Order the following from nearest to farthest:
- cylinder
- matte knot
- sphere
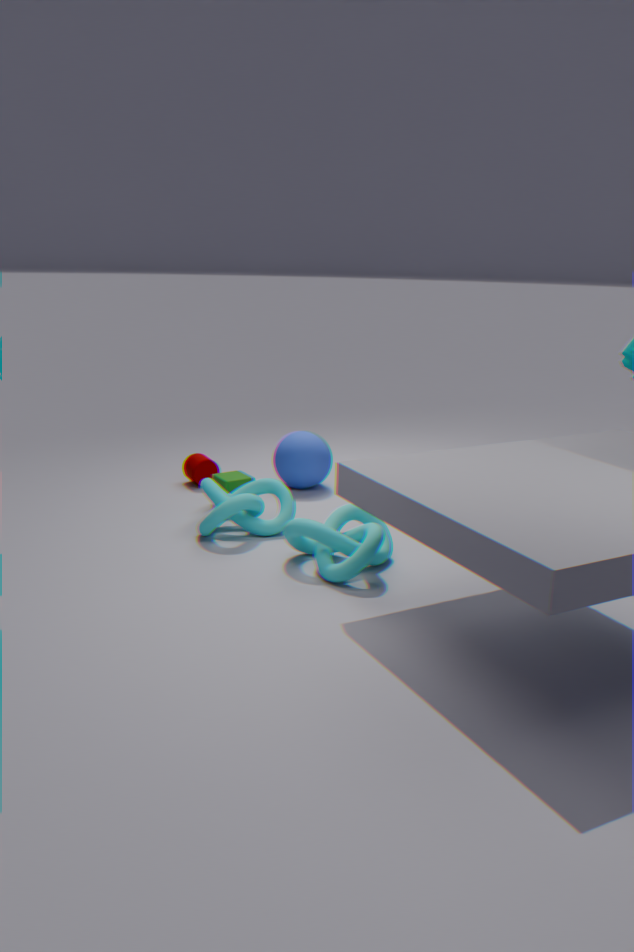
matte knot → sphere → cylinder
